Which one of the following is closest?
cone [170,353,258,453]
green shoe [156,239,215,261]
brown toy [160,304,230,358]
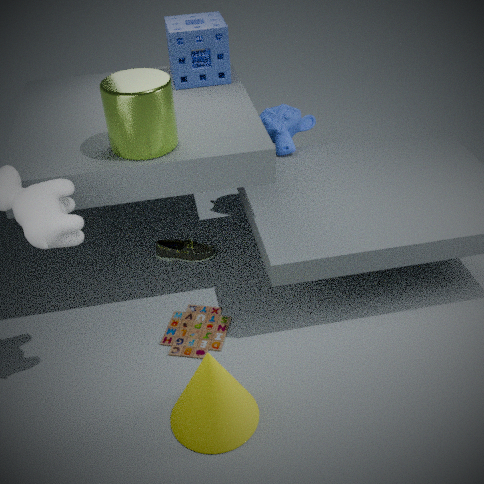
cone [170,353,258,453]
